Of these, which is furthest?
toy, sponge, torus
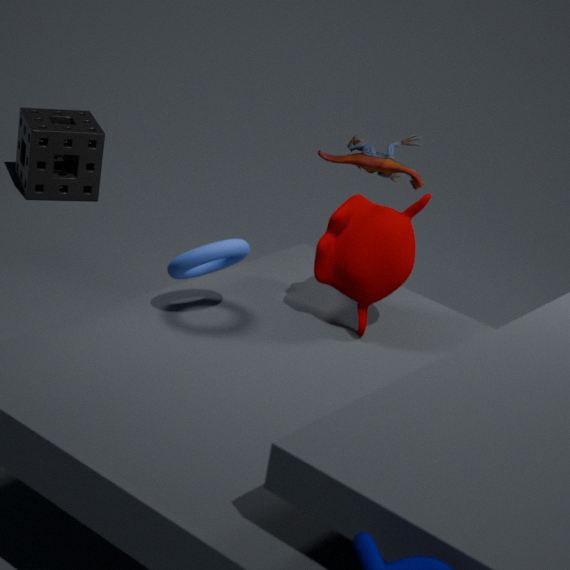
sponge
